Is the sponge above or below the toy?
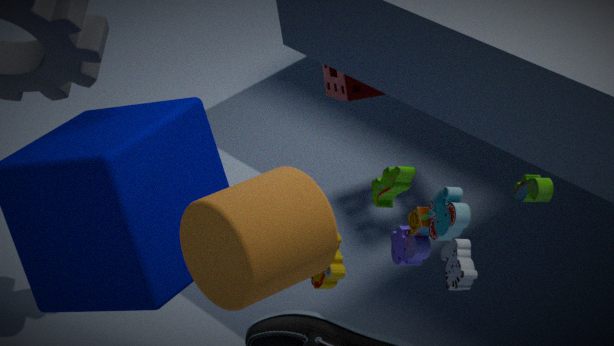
below
